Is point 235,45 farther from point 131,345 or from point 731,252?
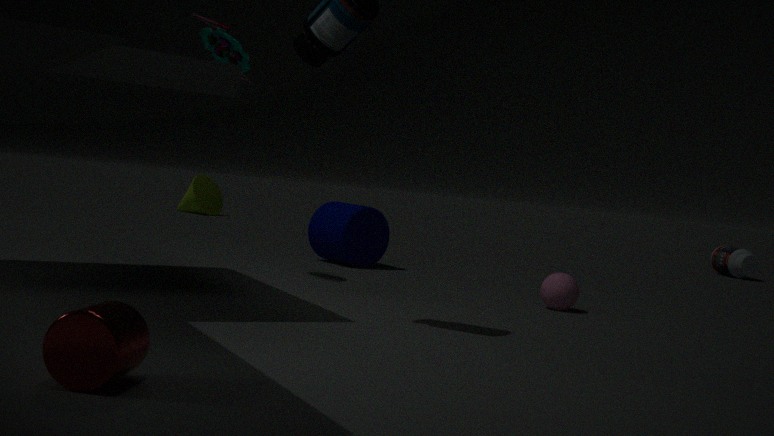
point 731,252
